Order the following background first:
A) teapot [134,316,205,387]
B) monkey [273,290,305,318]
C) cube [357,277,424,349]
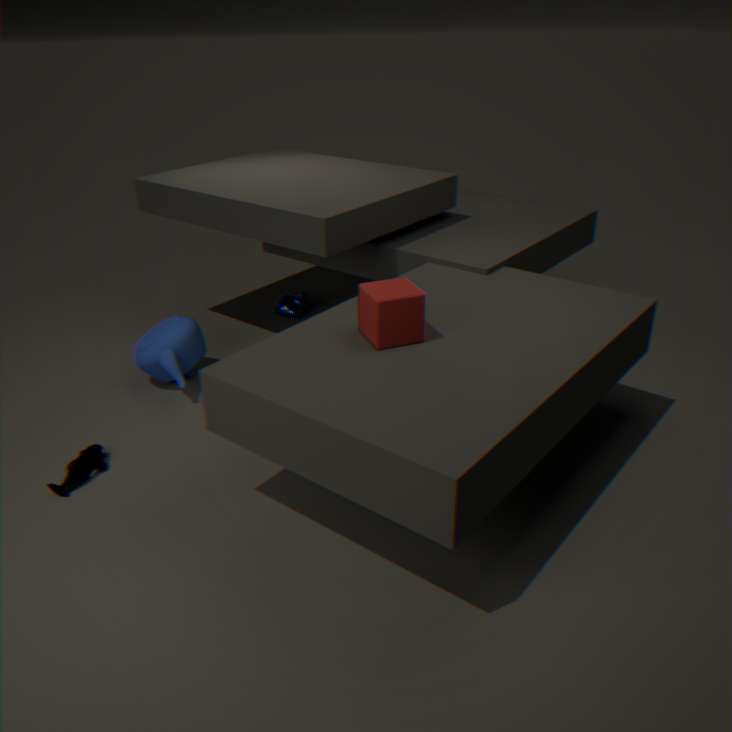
1. monkey [273,290,305,318]
2. teapot [134,316,205,387]
3. cube [357,277,424,349]
